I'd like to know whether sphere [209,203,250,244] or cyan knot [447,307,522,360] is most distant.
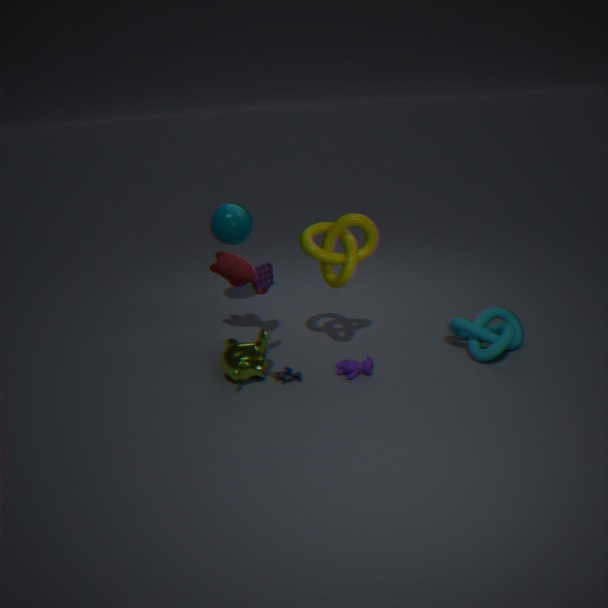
sphere [209,203,250,244]
